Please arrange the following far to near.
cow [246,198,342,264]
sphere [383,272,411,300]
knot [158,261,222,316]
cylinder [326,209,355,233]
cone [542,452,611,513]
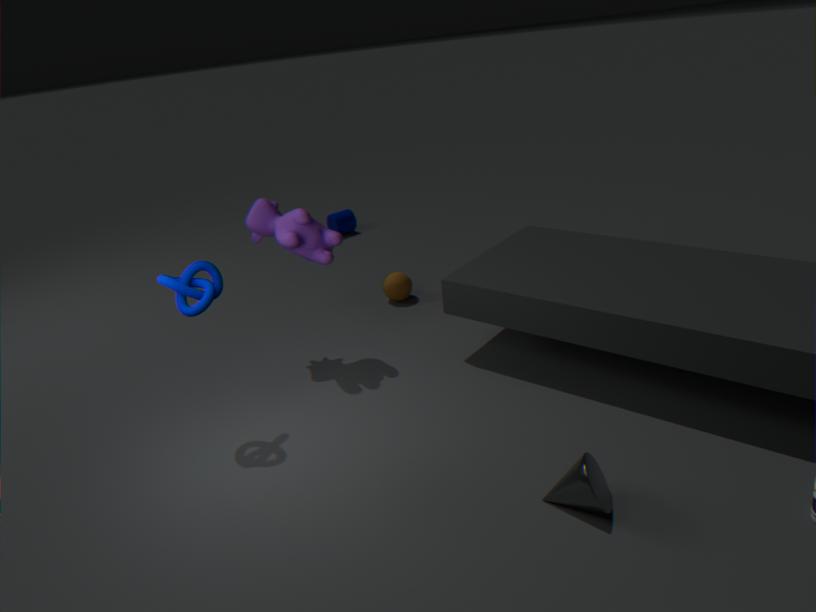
cylinder [326,209,355,233]
sphere [383,272,411,300]
cow [246,198,342,264]
knot [158,261,222,316]
cone [542,452,611,513]
